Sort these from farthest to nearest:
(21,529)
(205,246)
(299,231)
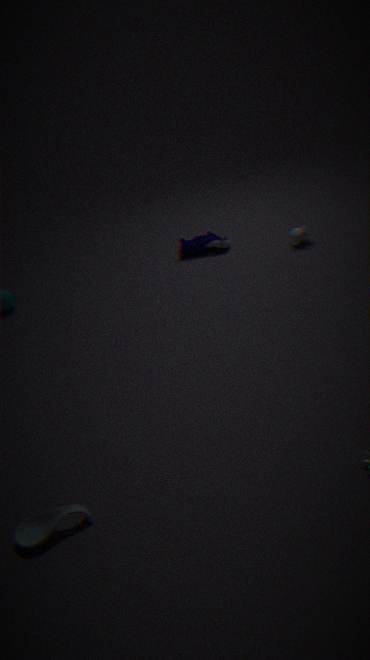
1. (205,246)
2. (299,231)
3. (21,529)
